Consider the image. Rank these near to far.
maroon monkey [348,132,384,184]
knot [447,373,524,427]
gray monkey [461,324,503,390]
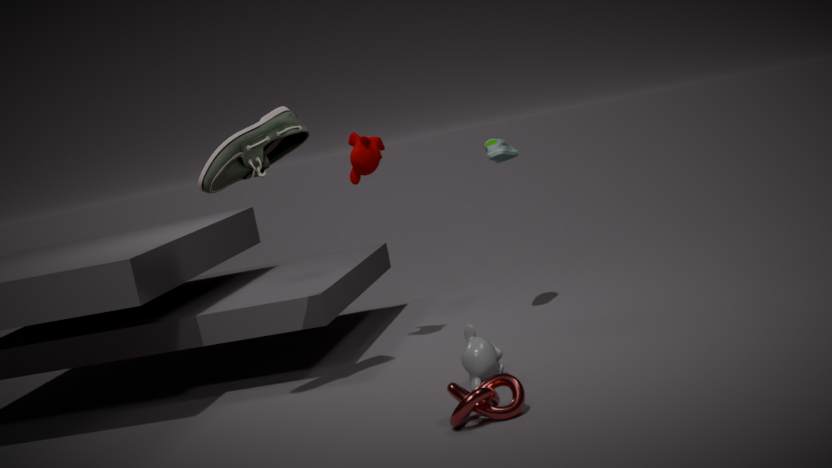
knot [447,373,524,427] → gray monkey [461,324,503,390] → maroon monkey [348,132,384,184]
